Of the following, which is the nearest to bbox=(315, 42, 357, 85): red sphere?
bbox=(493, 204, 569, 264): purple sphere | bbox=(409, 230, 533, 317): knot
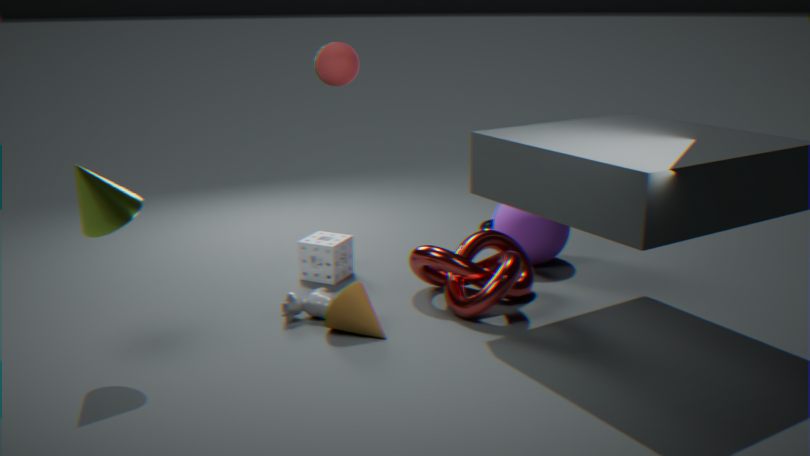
bbox=(409, 230, 533, 317): knot
